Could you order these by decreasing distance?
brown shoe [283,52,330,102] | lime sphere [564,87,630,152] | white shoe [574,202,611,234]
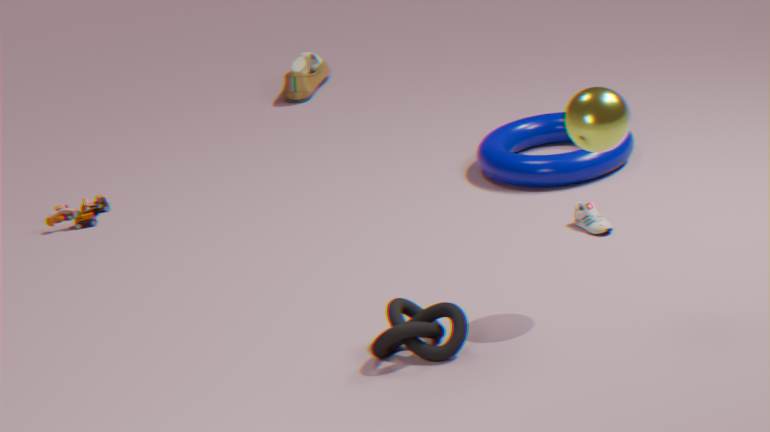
brown shoe [283,52,330,102], white shoe [574,202,611,234], lime sphere [564,87,630,152]
